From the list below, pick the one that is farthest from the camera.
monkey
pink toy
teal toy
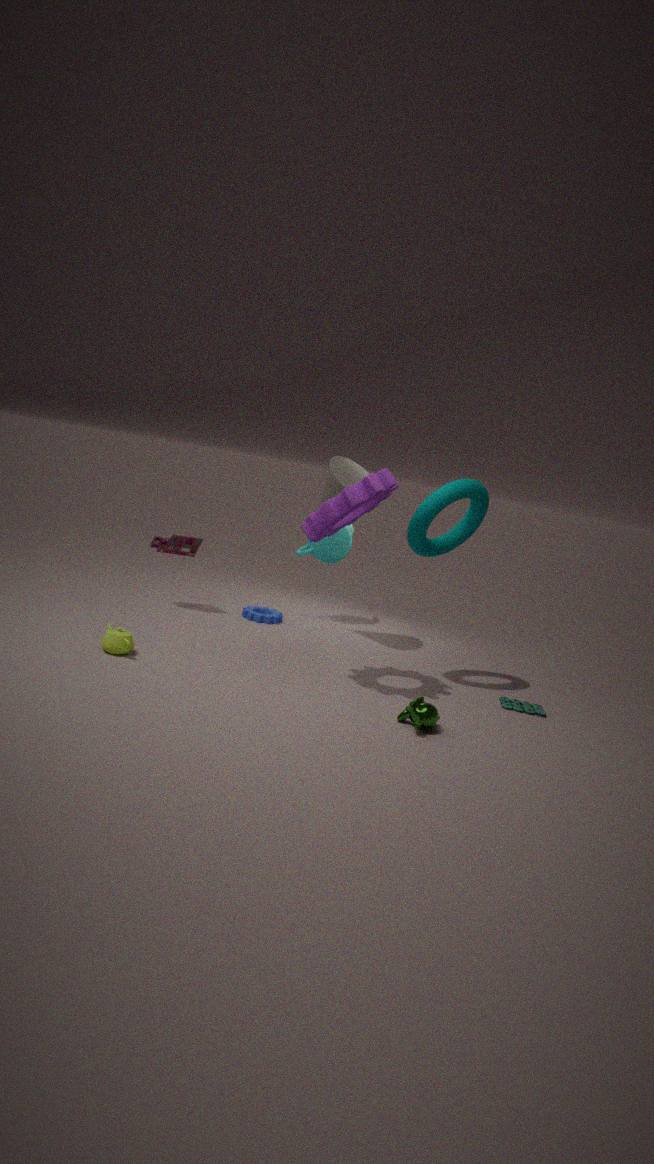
pink toy
